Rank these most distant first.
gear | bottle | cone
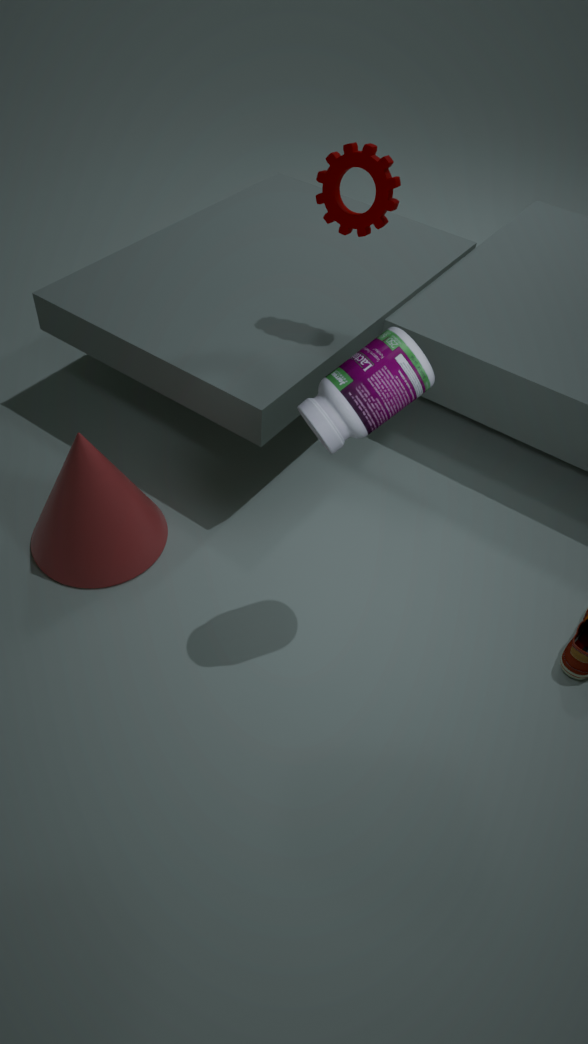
gear
cone
bottle
